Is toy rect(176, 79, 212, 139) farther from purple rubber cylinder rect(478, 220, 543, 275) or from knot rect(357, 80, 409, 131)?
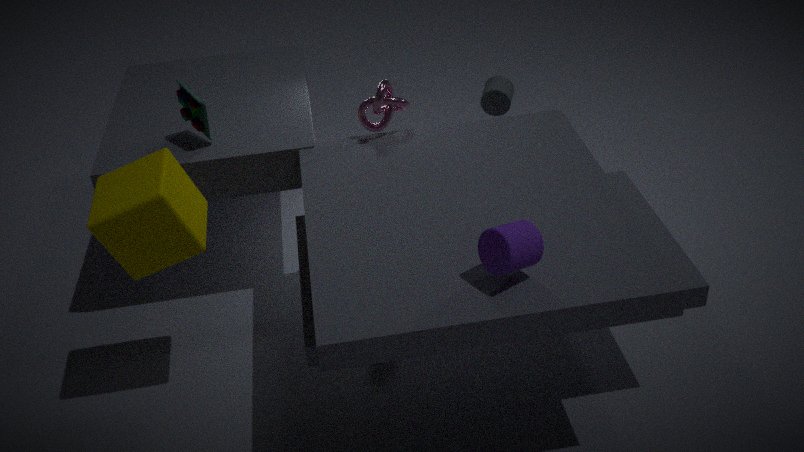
purple rubber cylinder rect(478, 220, 543, 275)
